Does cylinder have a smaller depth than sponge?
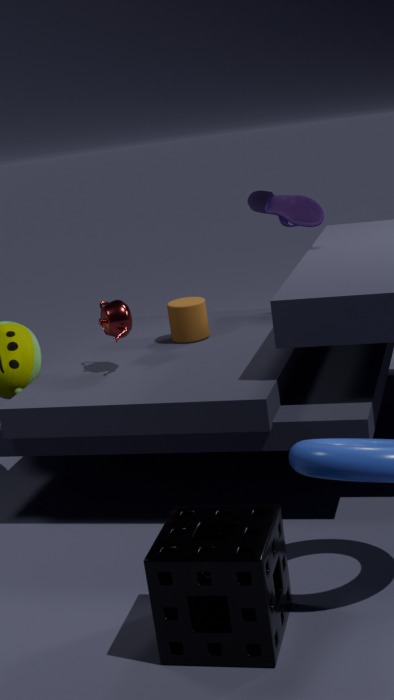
No
